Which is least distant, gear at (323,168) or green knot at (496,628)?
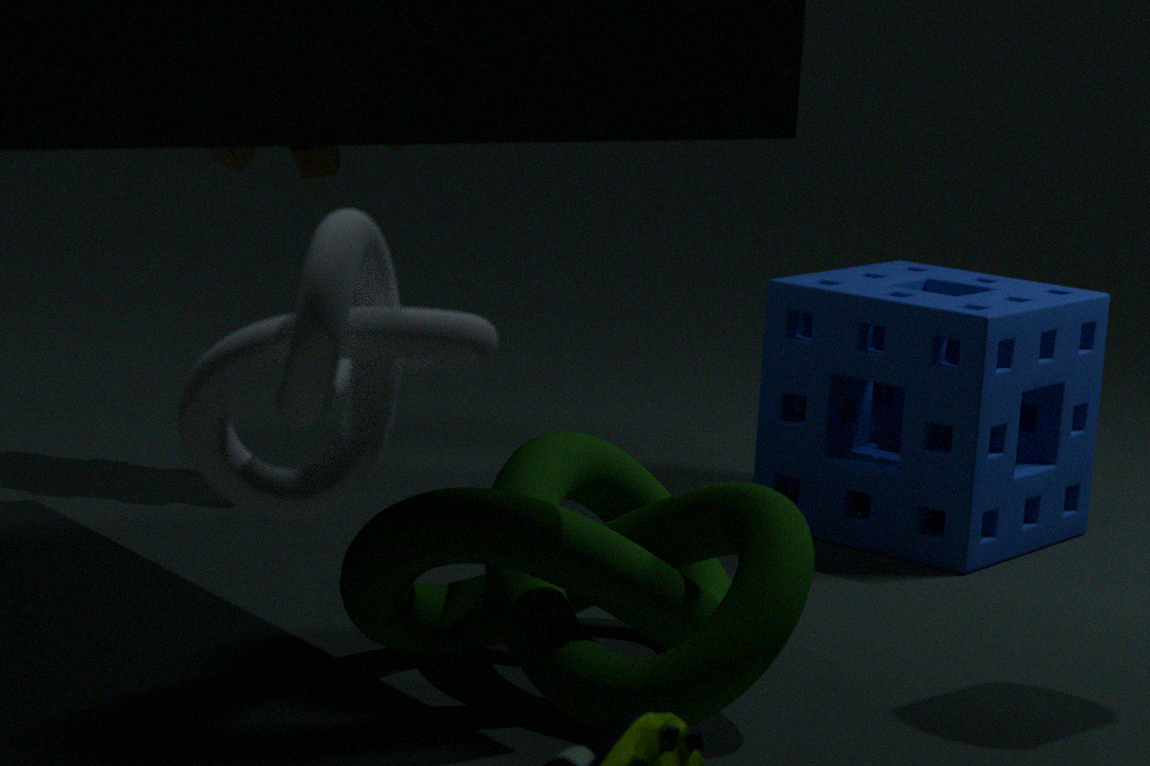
green knot at (496,628)
